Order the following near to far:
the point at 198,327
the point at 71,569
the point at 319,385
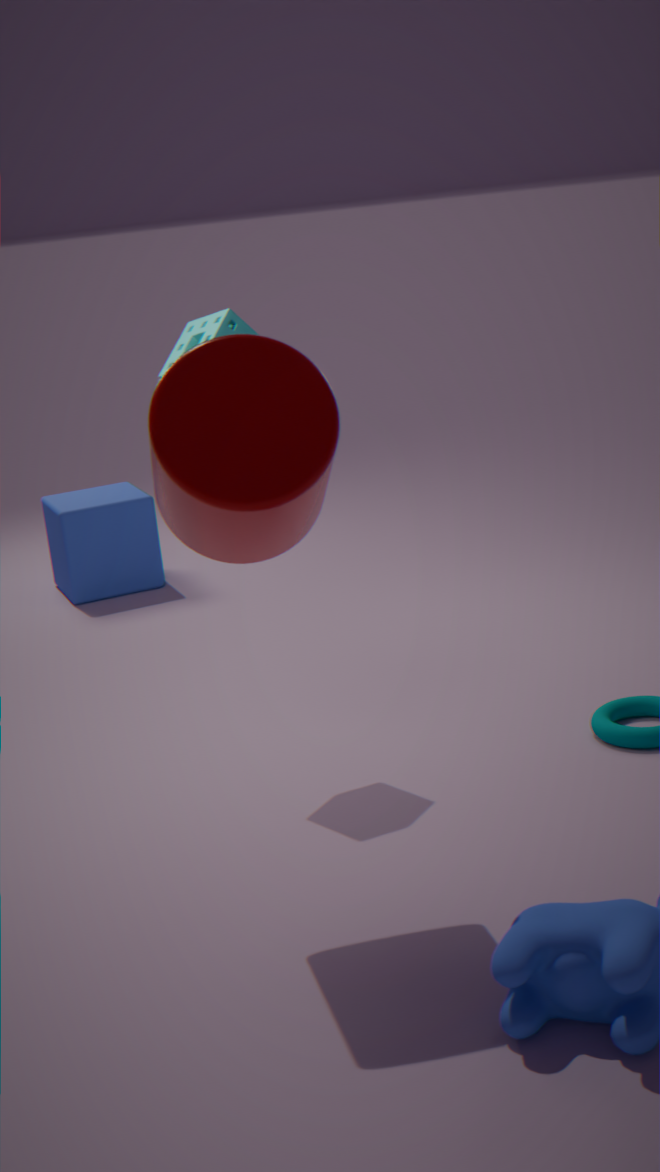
1. the point at 319,385
2. the point at 198,327
3. the point at 71,569
